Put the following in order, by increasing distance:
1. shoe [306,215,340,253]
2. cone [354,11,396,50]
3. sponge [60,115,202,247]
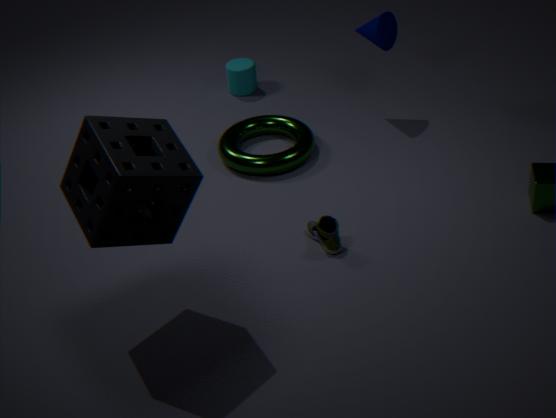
sponge [60,115,202,247], shoe [306,215,340,253], cone [354,11,396,50]
